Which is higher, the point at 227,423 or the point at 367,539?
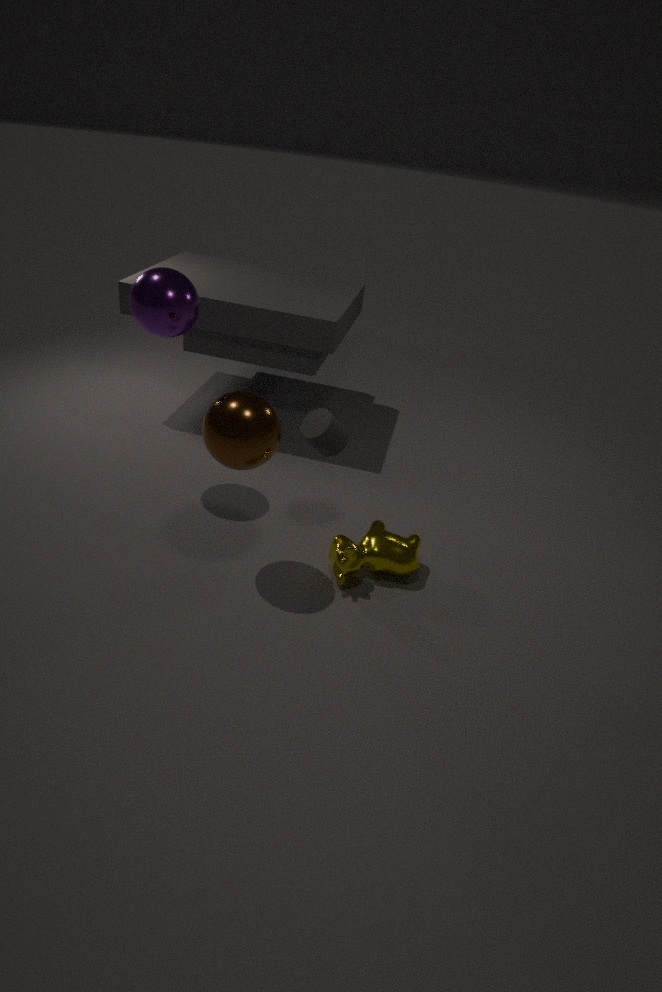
the point at 227,423
